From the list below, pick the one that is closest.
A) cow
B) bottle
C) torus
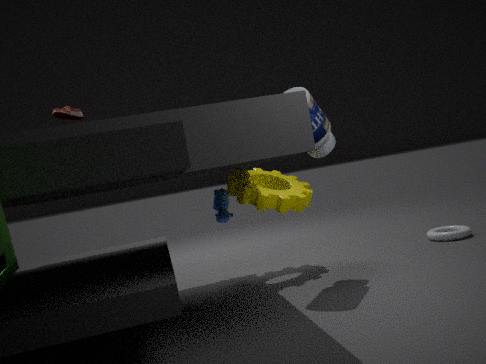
bottle
